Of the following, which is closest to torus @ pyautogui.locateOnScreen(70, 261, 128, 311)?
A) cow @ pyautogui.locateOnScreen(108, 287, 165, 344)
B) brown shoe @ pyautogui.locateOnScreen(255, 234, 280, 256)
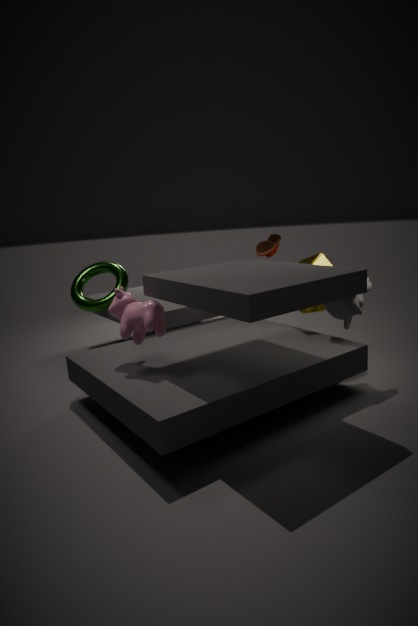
cow @ pyautogui.locateOnScreen(108, 287, 165, 344)
